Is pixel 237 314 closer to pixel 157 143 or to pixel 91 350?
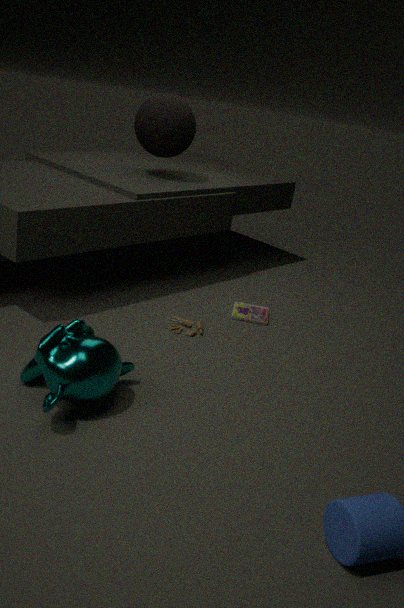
pixel 157 143
